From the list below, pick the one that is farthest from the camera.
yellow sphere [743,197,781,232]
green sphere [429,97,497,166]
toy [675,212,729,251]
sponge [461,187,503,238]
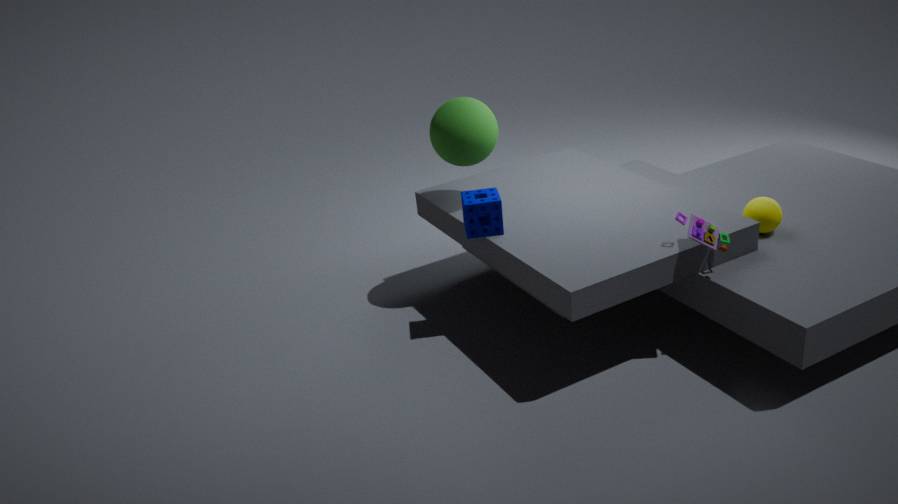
green sphere [429,97,497,166]
